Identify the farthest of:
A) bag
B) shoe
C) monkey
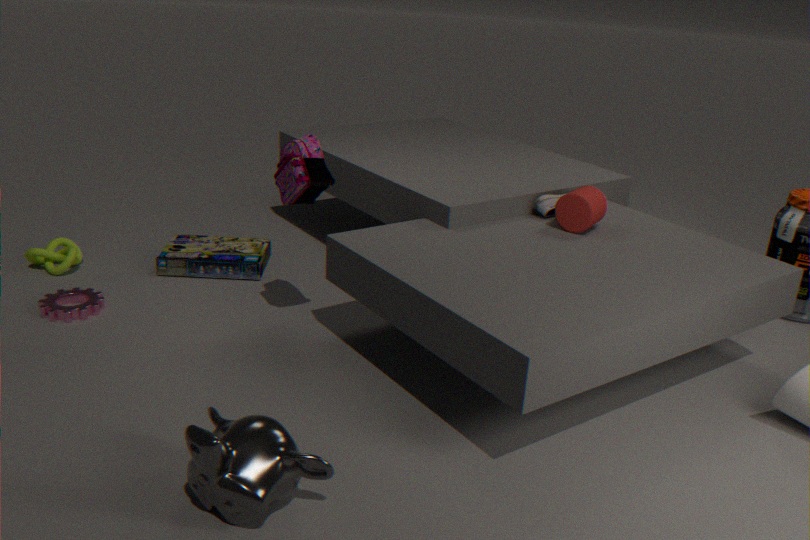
shoe
